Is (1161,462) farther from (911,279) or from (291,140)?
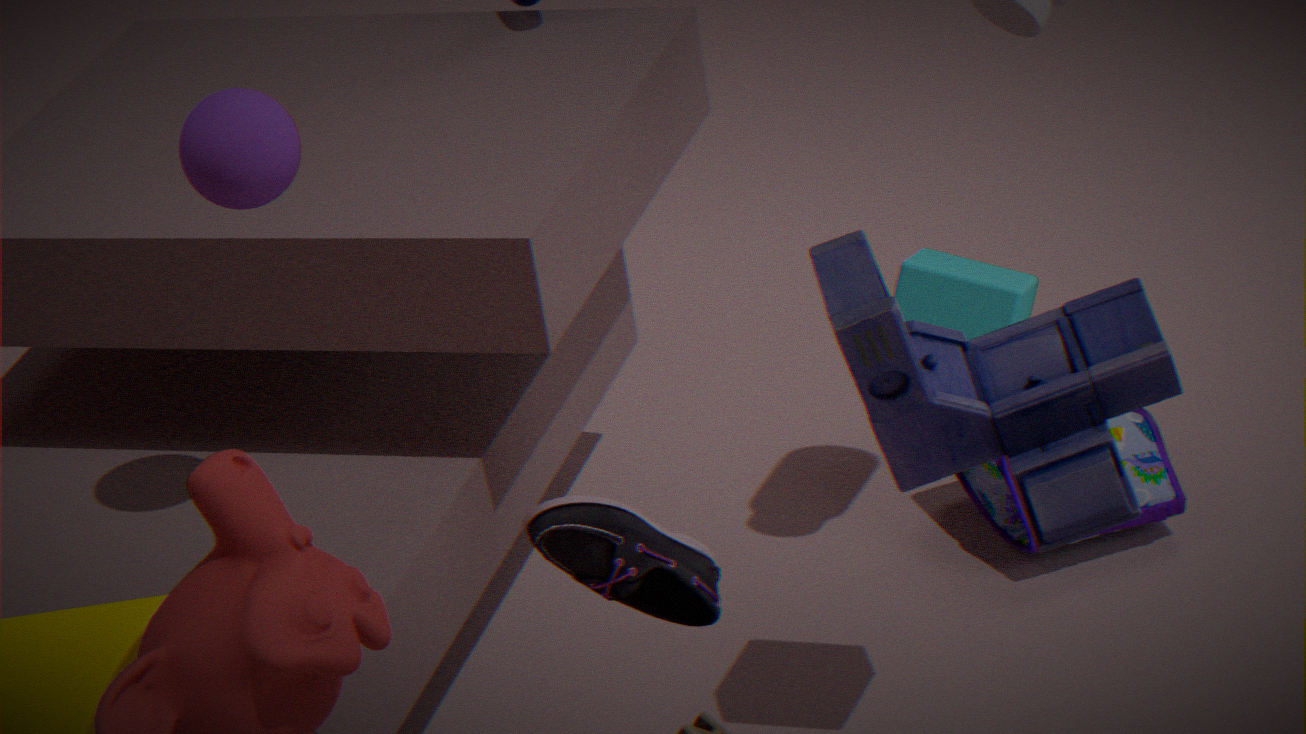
(291,140)
